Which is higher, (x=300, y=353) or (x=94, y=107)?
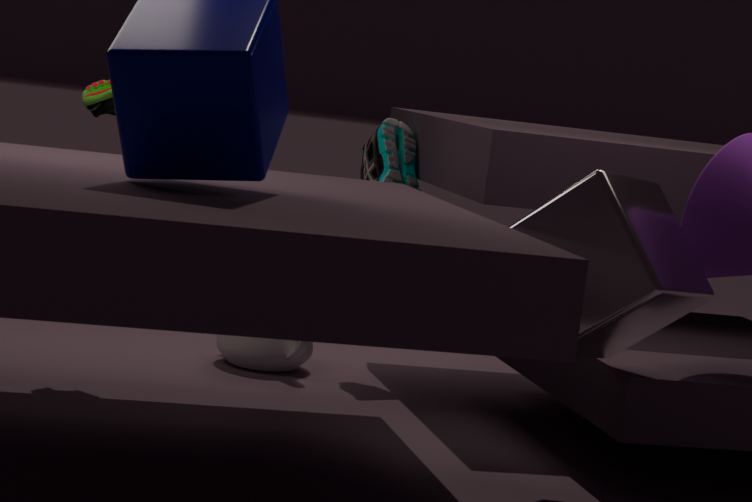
(x=94, y=107)
